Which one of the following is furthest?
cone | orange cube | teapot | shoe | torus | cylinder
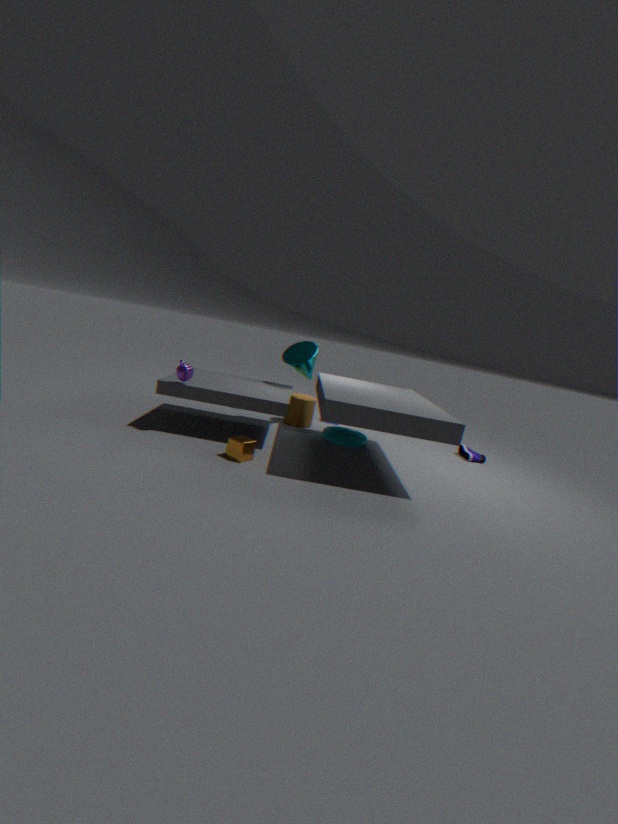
cylinder
